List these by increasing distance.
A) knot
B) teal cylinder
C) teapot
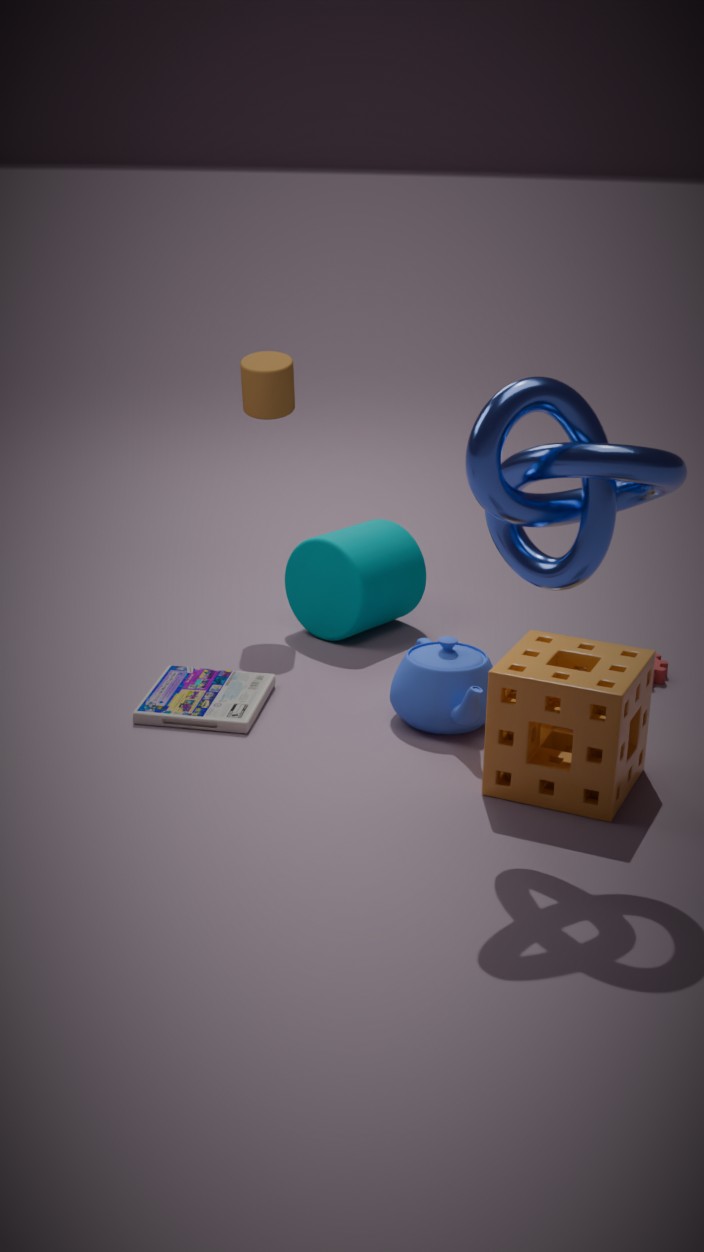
knot < teapot < teal cylinder
